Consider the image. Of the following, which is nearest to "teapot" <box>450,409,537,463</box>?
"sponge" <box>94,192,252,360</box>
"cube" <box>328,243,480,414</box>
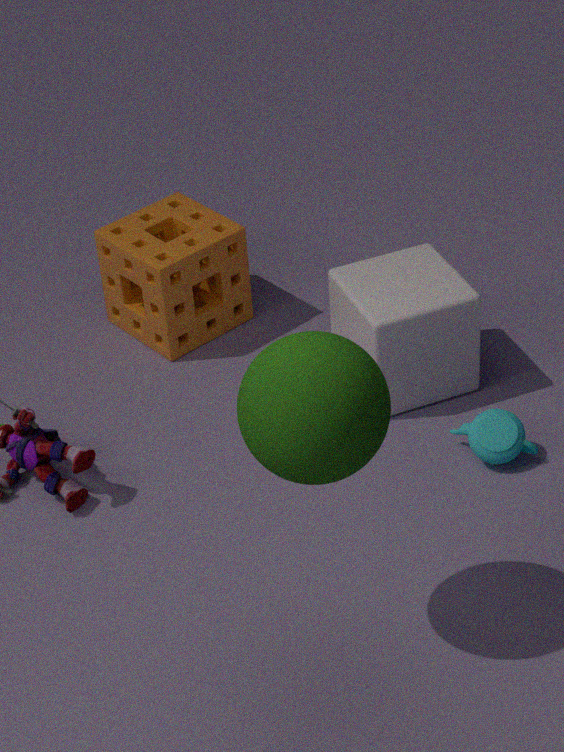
"cube" <box>328,243,480,414</box>
